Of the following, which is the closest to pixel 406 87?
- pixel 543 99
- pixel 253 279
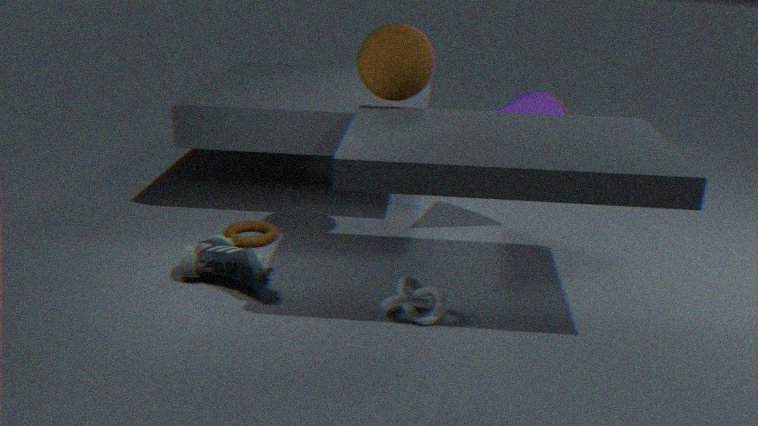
pixel 543 99
